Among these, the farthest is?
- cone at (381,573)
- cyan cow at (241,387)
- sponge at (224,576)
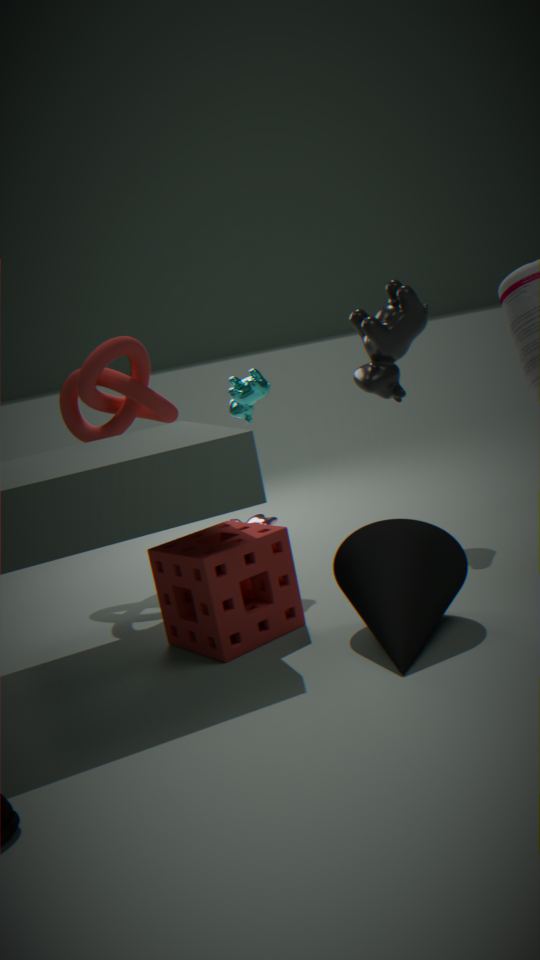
cyan cow at (241,387)
